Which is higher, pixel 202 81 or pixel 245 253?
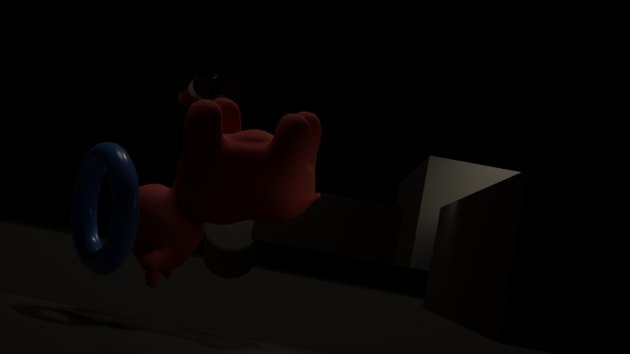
pixel 202 81
